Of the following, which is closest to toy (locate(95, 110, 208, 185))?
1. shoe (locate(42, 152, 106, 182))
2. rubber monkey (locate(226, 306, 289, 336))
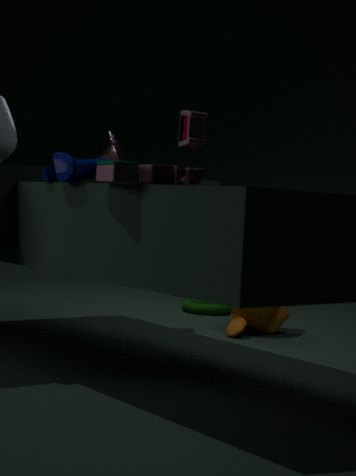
shoe (locate(42, 152, 106, 182))
